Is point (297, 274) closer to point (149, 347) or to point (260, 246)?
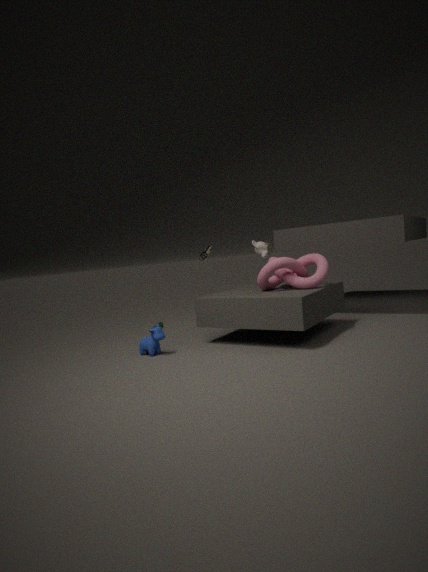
point (260, 246)
